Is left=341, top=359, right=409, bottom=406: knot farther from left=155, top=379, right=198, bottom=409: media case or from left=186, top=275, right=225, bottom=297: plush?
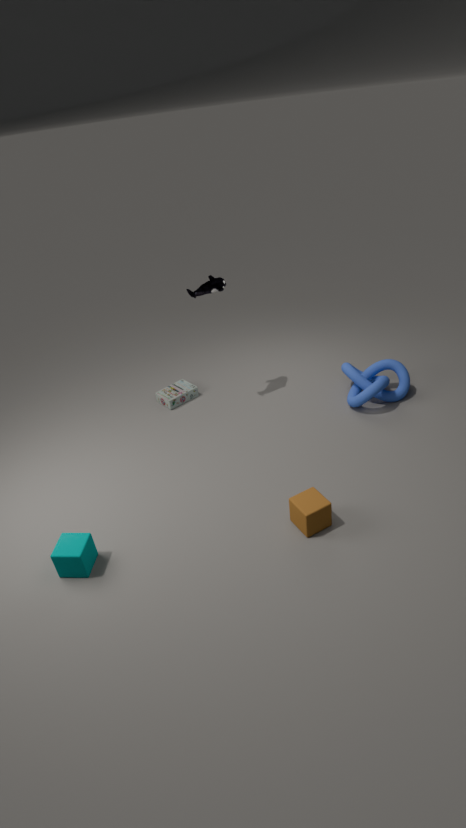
left=155, top=379, right=198, bottom=409: media case
